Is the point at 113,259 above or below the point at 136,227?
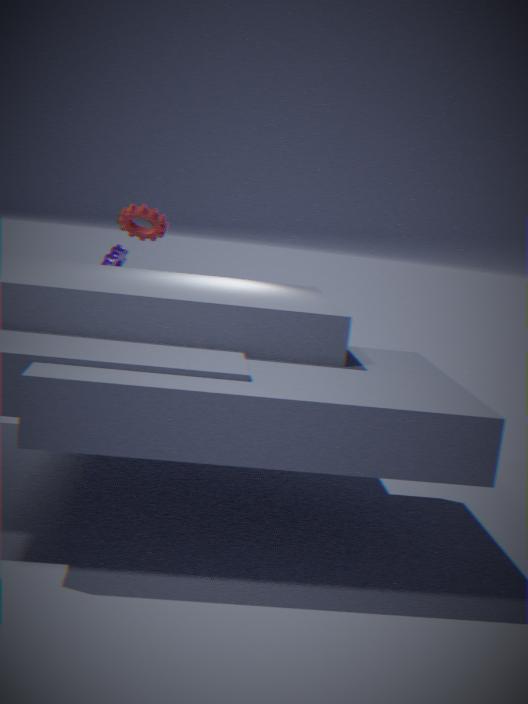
below
